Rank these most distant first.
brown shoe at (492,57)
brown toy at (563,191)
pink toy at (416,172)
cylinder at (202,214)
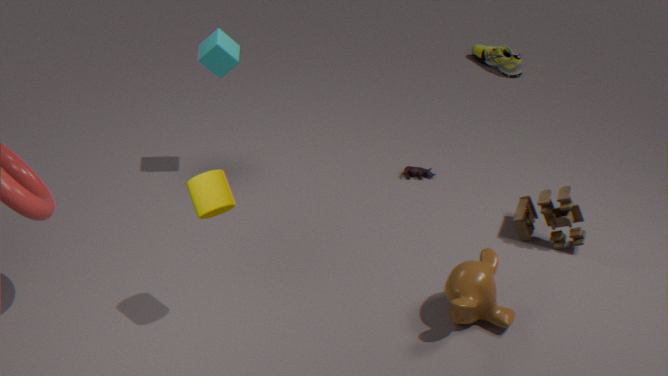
brown shoe at (492,57), pink toy at (416,172), brown toy at (563,191), cylinder at (202,214)
